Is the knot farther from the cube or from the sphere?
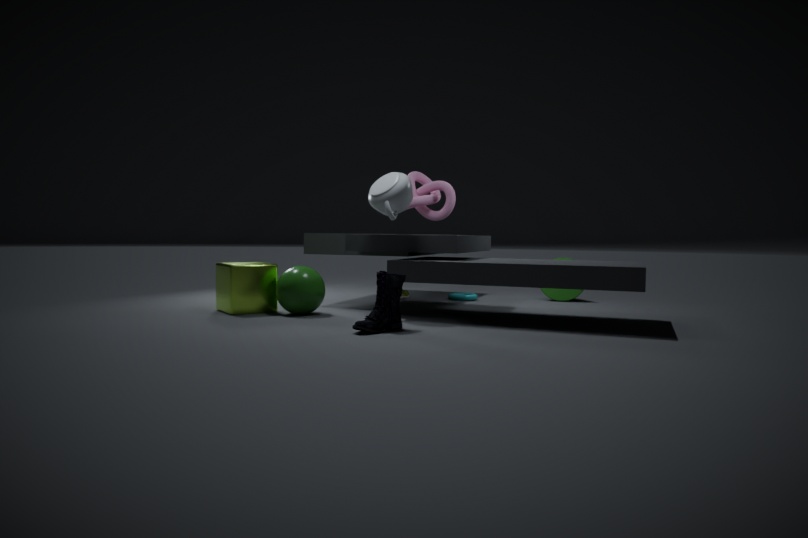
the cube
